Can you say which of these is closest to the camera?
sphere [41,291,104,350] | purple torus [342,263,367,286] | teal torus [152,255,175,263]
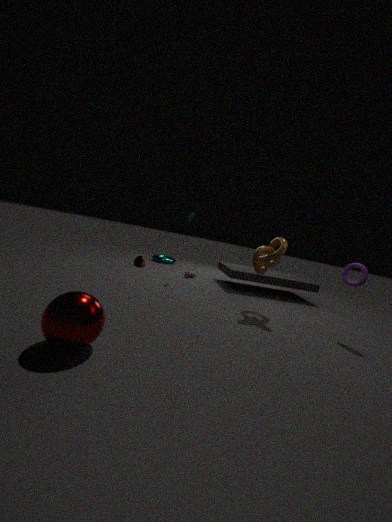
sphere [41,291,104,350]
